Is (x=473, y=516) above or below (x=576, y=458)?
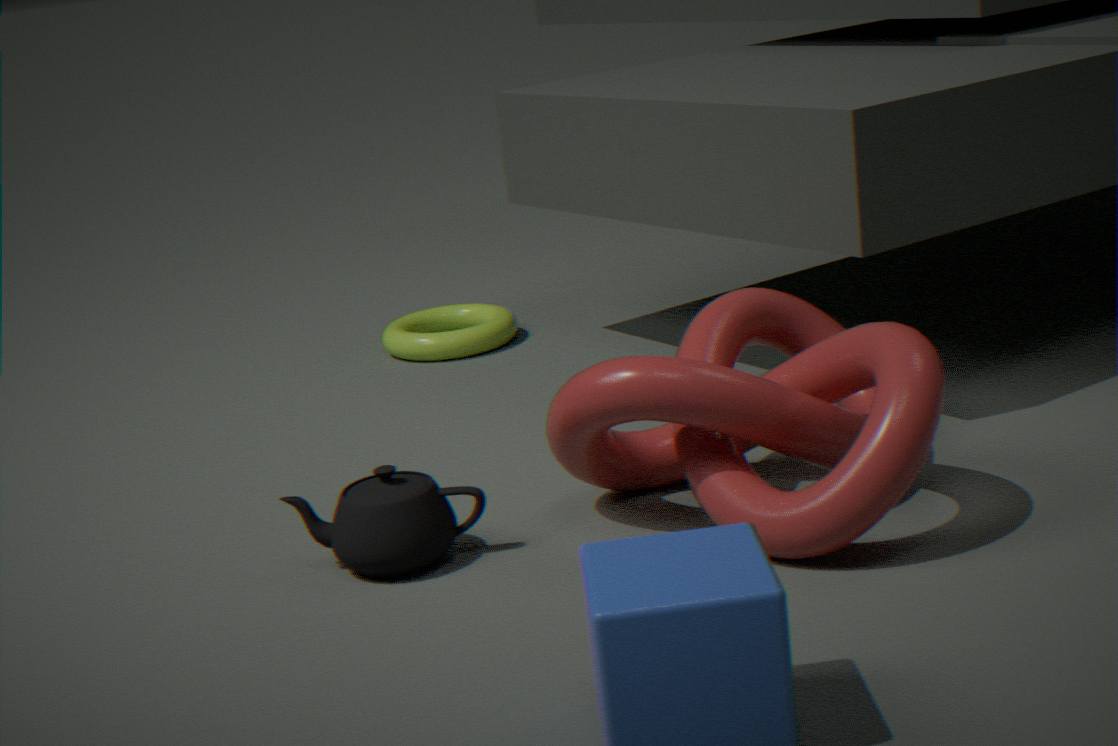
below
